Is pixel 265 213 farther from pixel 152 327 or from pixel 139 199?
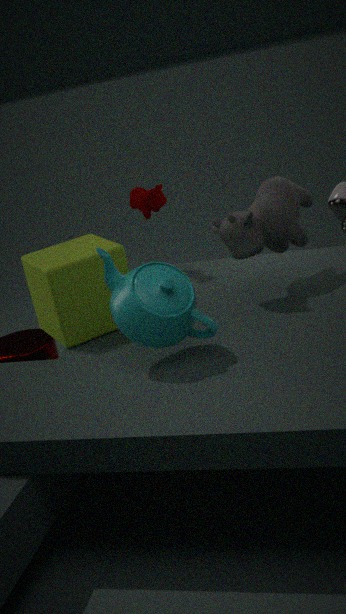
pixel 152 327
